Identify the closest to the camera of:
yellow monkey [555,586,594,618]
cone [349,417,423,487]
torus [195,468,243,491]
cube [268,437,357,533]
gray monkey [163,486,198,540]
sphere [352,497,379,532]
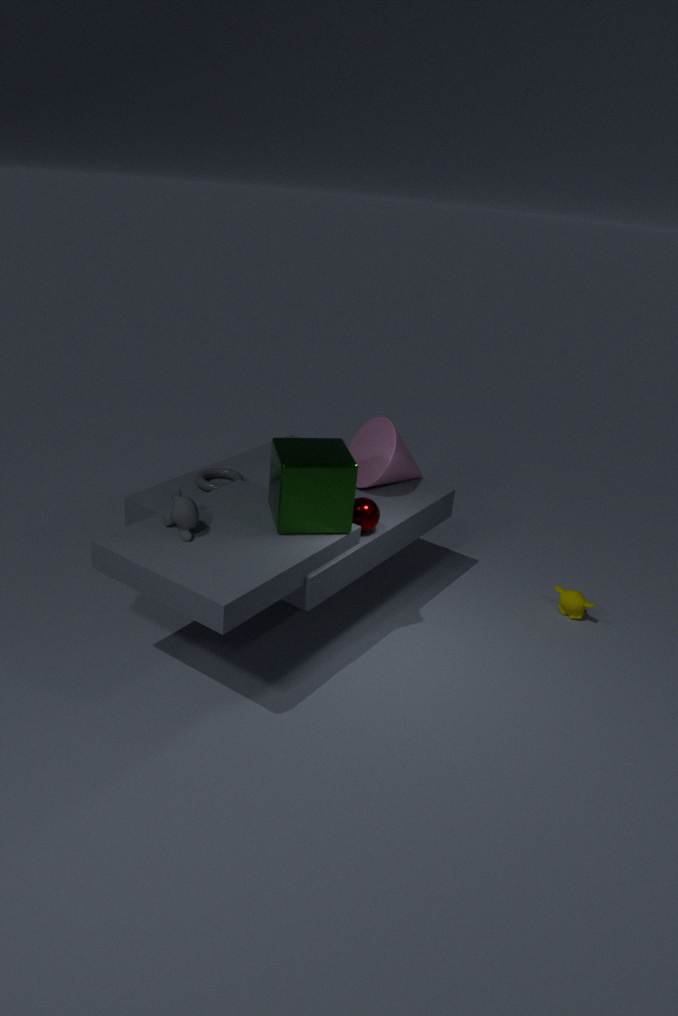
gray monkey [163,486,198,540]
